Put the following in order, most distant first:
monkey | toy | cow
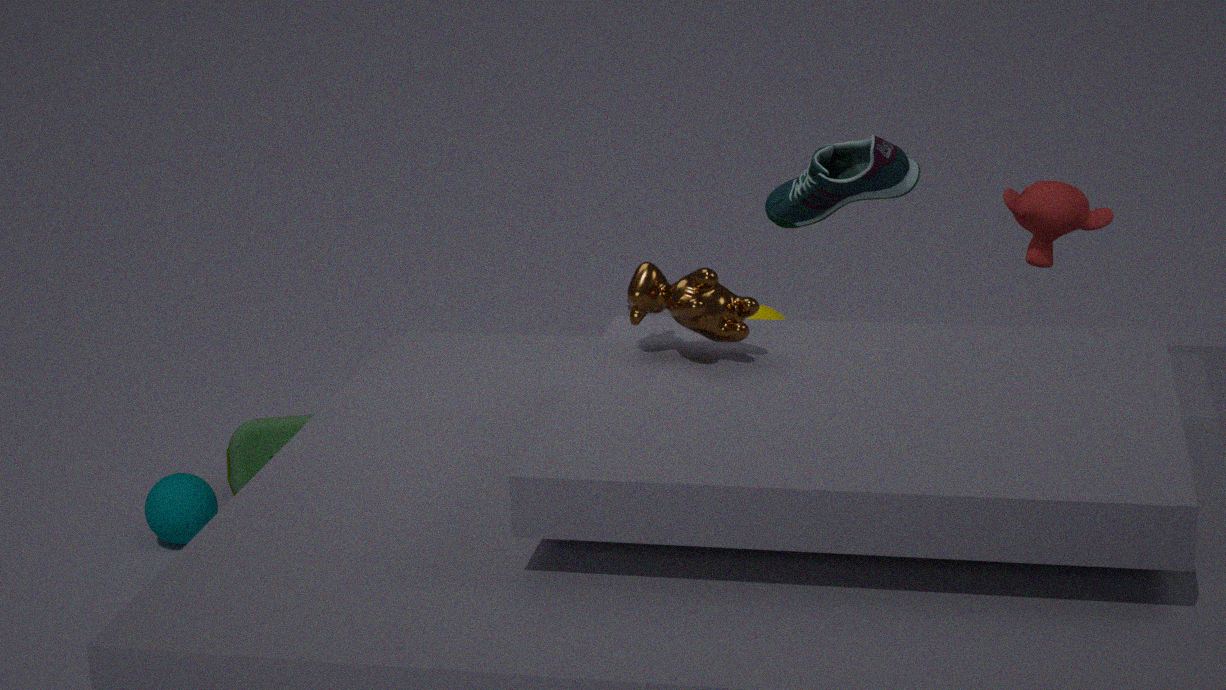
toy → monkey → cow
